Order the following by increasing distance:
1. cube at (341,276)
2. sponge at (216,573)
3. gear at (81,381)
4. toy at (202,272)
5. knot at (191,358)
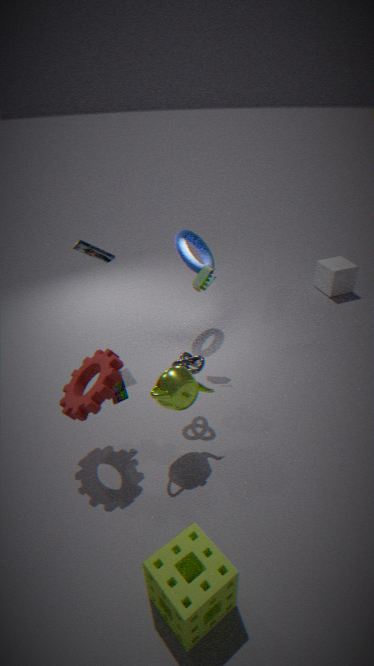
sponge at (216,573)
gear at (81,381)
knot at (191,358)
toy at (202,272)
cube at (341,276)
